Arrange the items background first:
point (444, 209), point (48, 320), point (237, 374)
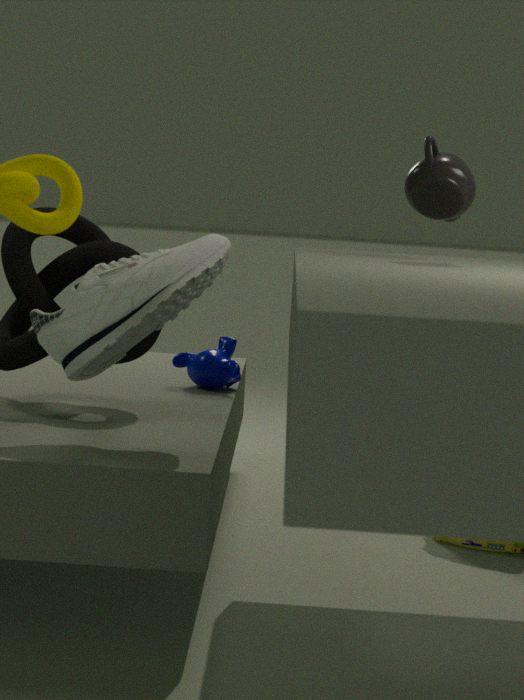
1. point (237, 374)
2. point (48, 320)
3. point (444, 209)
